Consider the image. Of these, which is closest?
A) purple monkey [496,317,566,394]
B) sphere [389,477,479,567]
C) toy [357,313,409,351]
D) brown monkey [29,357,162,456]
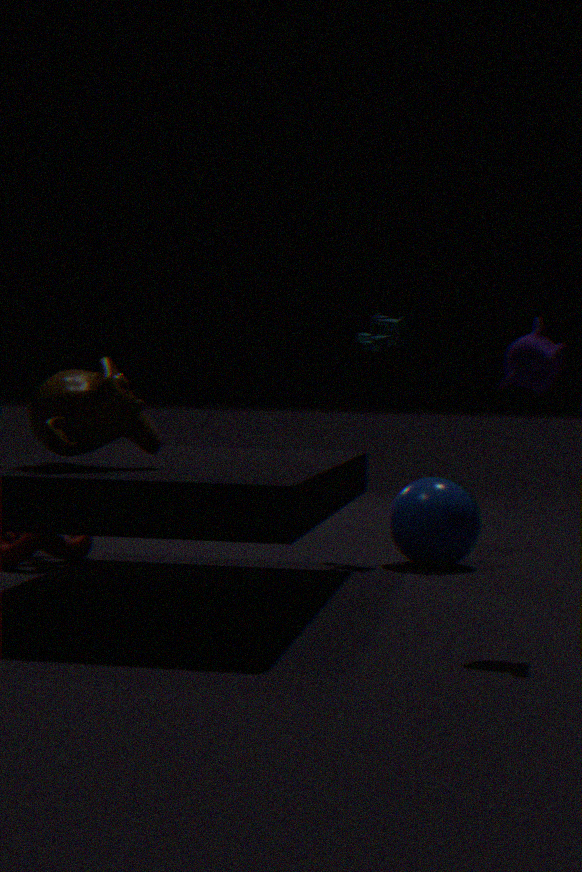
purple monkey [496,317,566,394]
